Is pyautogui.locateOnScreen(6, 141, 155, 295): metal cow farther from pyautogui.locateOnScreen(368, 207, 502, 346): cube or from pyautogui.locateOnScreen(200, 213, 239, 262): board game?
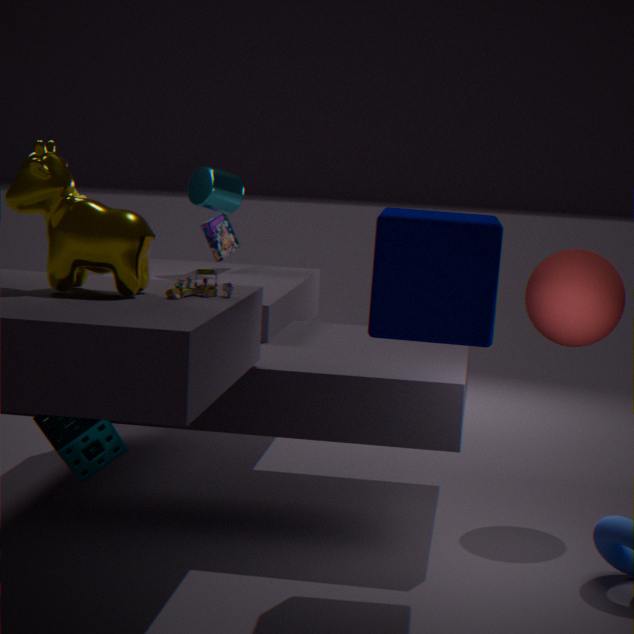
pyautogui.locateOnScreen(200, 213, 239, 262): board game
